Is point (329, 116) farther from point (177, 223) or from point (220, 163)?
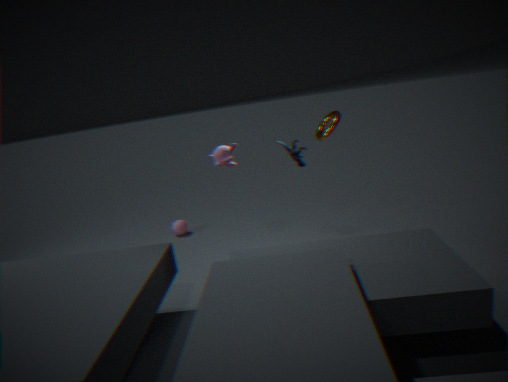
point (177, 223)
